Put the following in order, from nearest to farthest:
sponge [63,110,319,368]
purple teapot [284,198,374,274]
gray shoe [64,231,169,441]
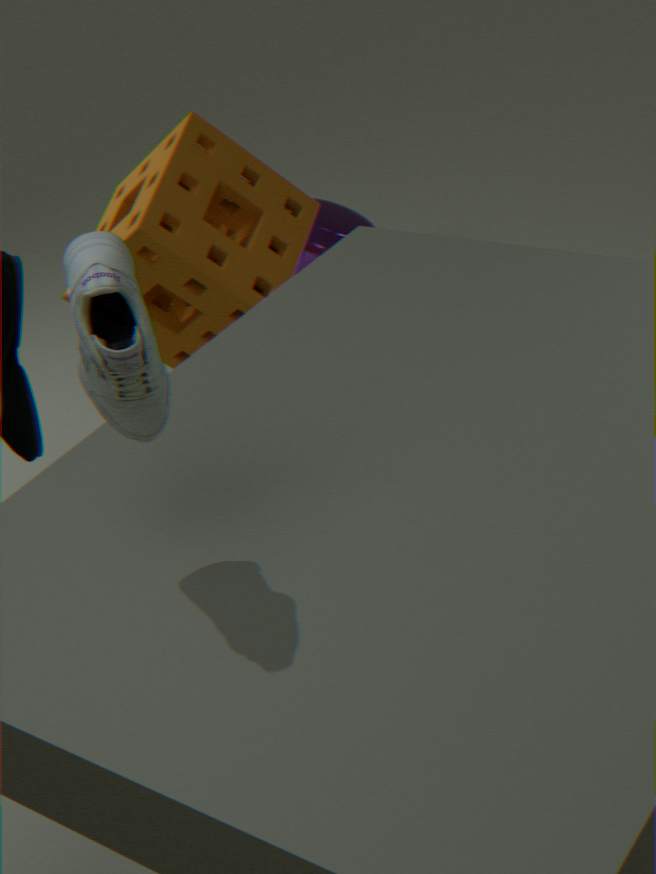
gray shoe [64,231,169,441] < sponge [63,110,319,368] < purple teapot [284,198,374,274]
